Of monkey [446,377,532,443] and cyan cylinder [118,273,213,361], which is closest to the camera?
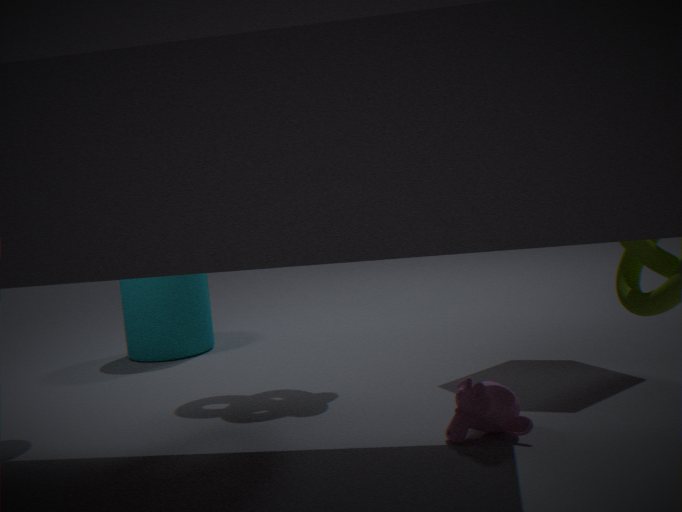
monkey [446,377,532,443]
